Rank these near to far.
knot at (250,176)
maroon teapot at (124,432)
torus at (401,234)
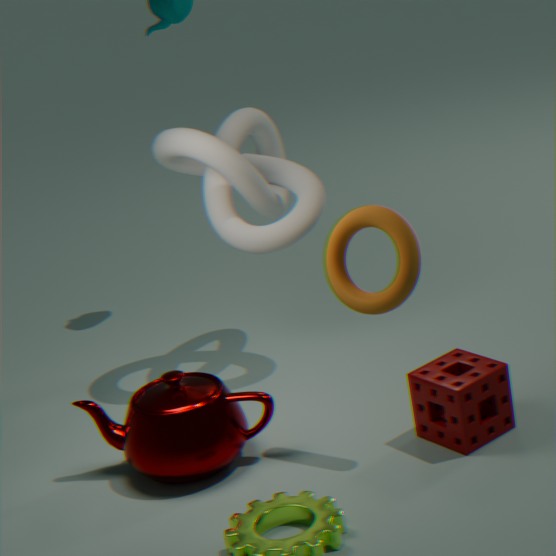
torus at (401,234), maroon teapot at (124,432), knot at (250,176)
